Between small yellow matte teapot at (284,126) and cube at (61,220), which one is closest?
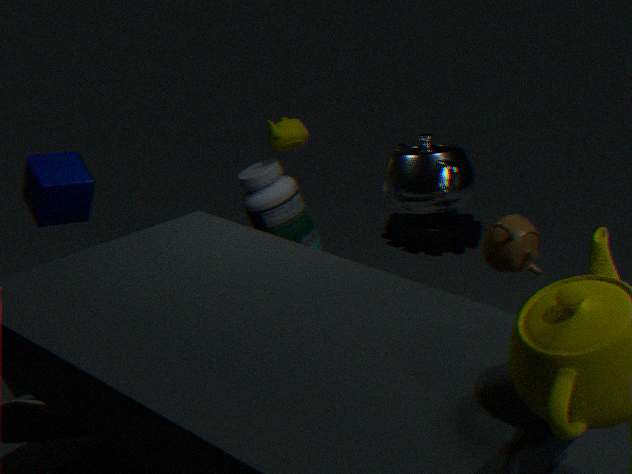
cube at (61,220)
